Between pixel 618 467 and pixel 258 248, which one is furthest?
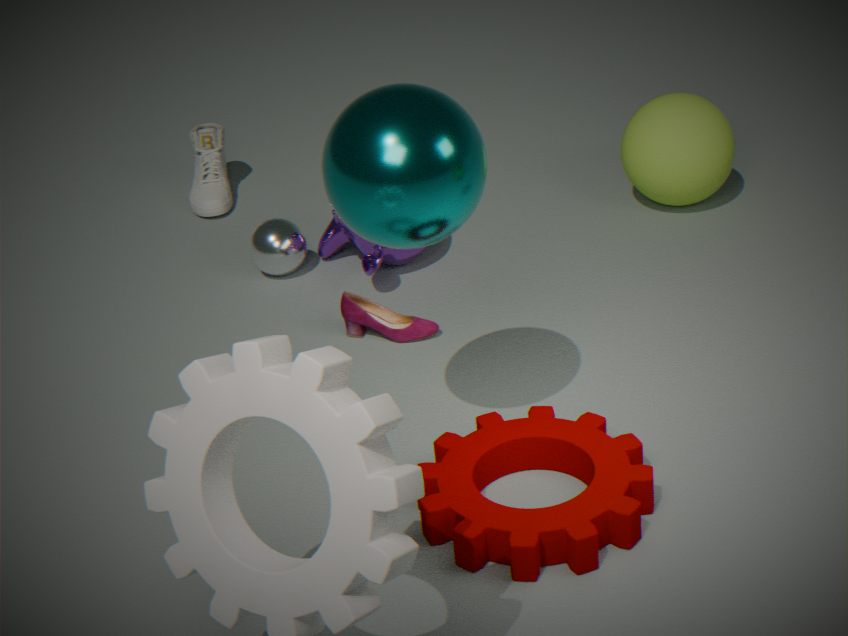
pixel 258 248
